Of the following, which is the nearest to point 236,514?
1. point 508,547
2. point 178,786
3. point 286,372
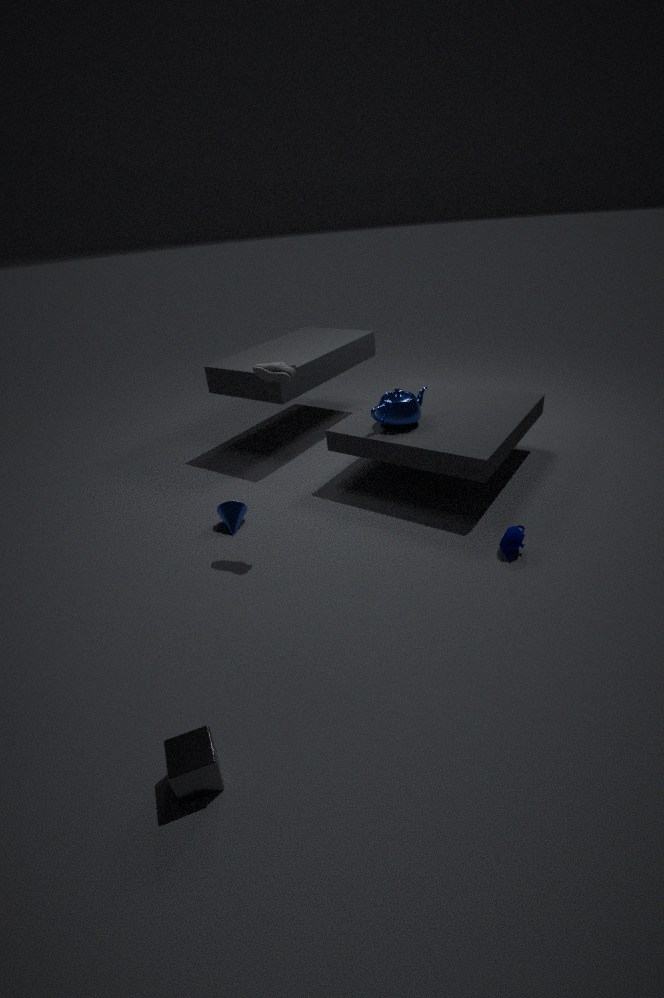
point 286,372
